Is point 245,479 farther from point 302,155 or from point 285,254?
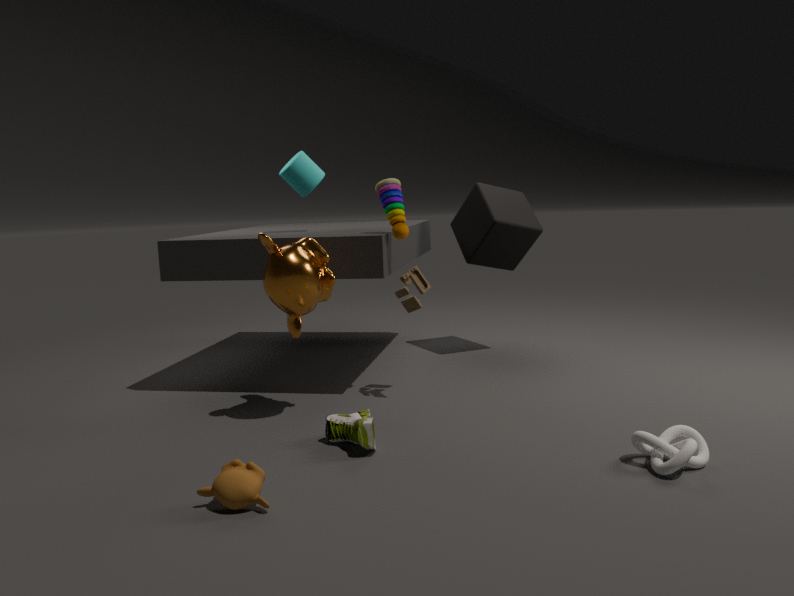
point 302,155
